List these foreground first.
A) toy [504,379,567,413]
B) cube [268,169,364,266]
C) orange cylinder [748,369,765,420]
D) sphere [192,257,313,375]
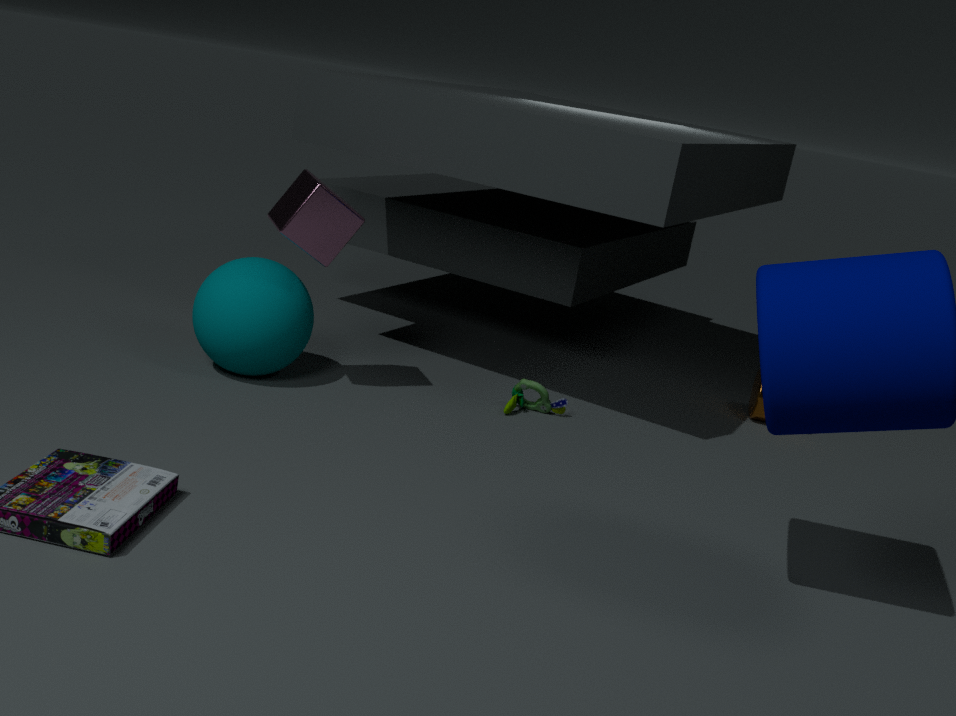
cube [268,169,364,266]
sphere [192,257,313,375]
toy [504,379,567,413]
orange cylinder [748,369,765,420]
